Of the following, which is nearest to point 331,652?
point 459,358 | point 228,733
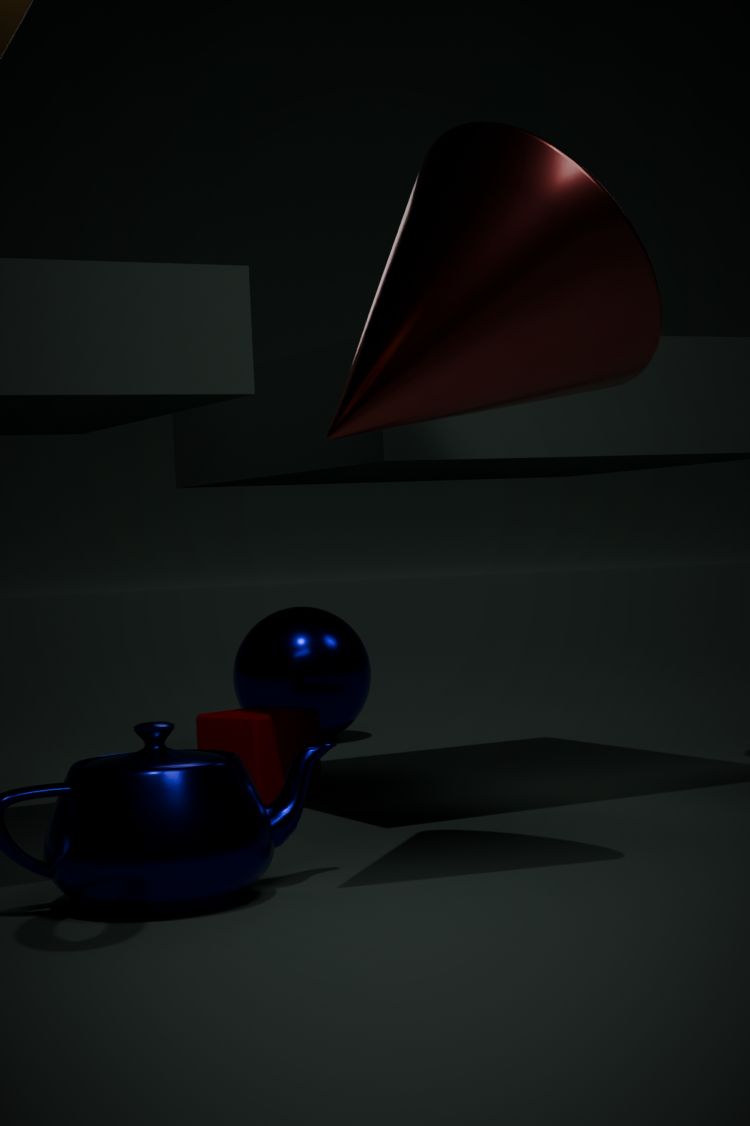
point 228,733
